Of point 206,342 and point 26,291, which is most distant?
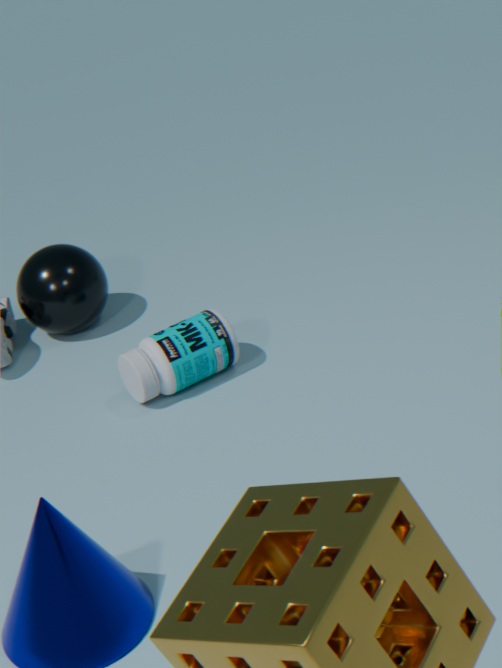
point 26,291
